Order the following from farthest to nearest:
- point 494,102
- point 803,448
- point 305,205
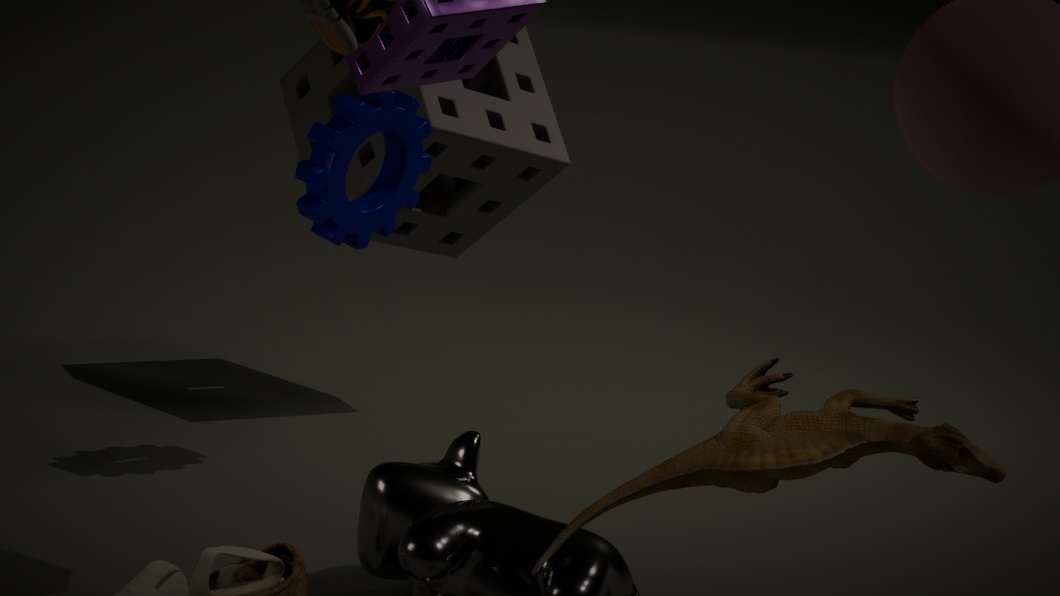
point 494,102 < point 305,205 < point 803,448
